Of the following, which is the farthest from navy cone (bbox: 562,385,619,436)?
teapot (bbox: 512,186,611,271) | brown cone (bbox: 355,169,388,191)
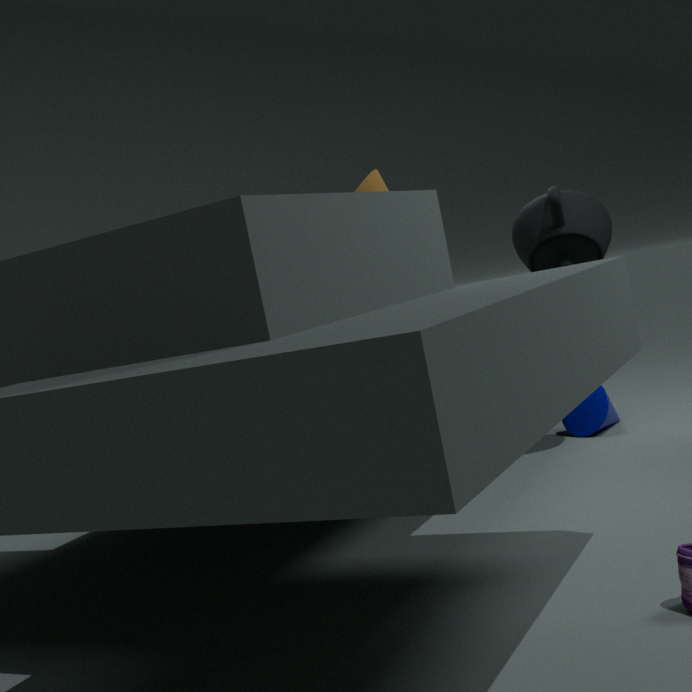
brown cone (bbox: 355,169,388,191)
